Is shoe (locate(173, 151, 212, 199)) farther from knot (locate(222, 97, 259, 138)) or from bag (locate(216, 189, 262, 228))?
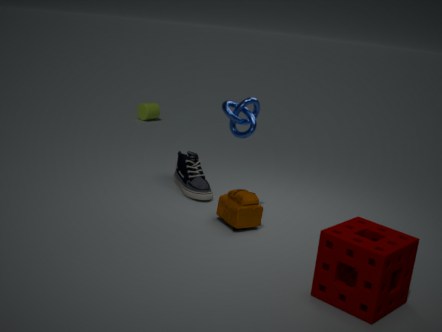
knot (locate(222, 97, 259, 138))
